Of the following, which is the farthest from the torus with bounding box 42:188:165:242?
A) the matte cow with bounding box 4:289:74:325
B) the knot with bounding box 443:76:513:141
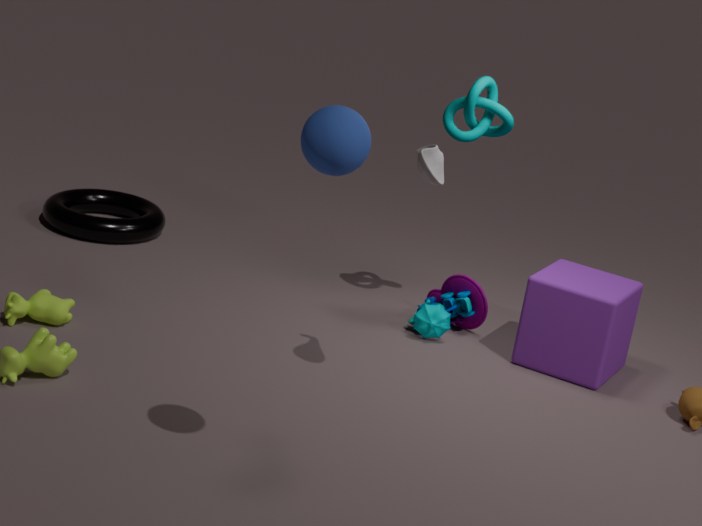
the knot with bounding box 443:76:513:141
